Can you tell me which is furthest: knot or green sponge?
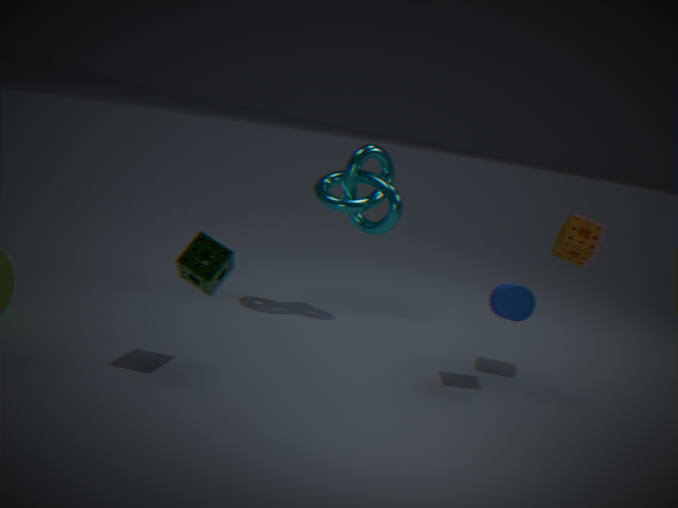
knot
